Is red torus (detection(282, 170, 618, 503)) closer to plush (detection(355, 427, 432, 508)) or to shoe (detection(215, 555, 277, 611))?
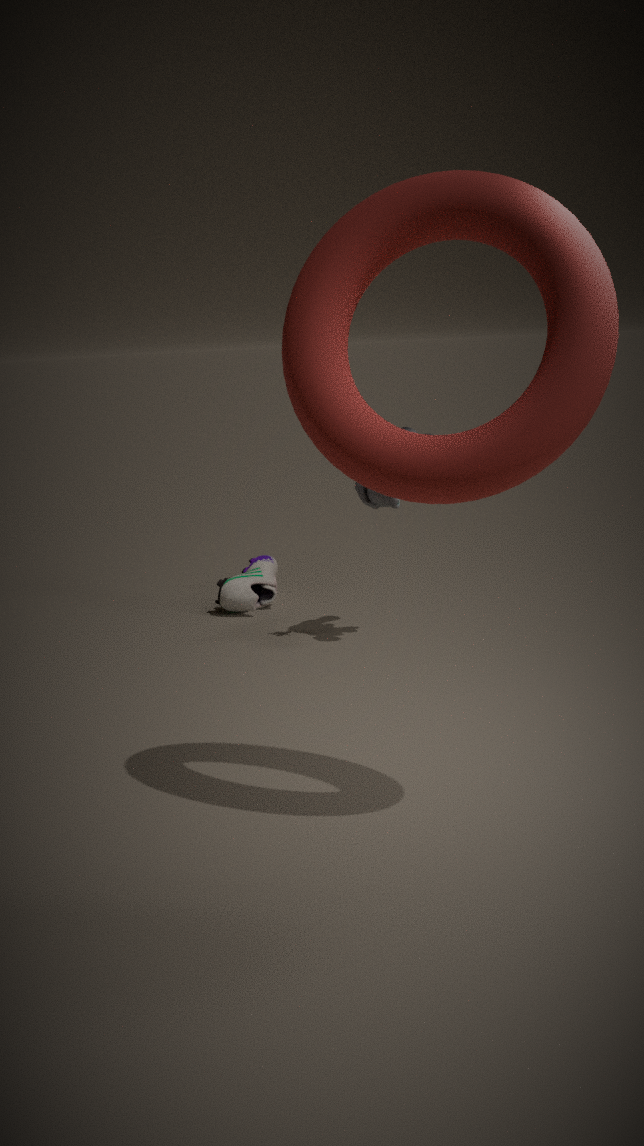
plush (detection(355, 427, 432, 508))
